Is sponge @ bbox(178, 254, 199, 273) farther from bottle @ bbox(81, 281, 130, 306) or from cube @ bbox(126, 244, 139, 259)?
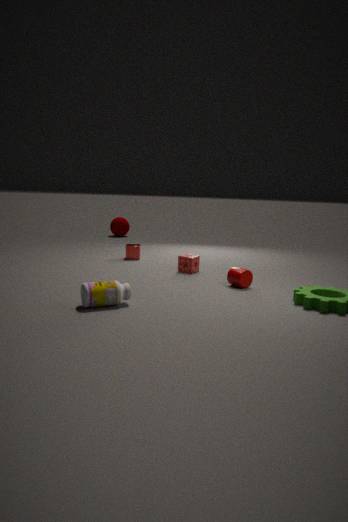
bottle @ bbox(81, 281, 130, 306)
